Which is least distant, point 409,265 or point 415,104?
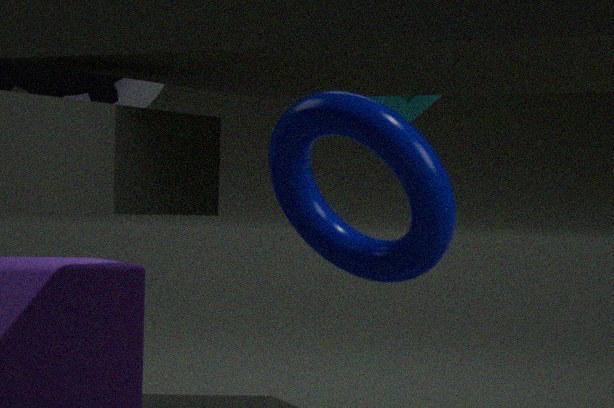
point 409,265
